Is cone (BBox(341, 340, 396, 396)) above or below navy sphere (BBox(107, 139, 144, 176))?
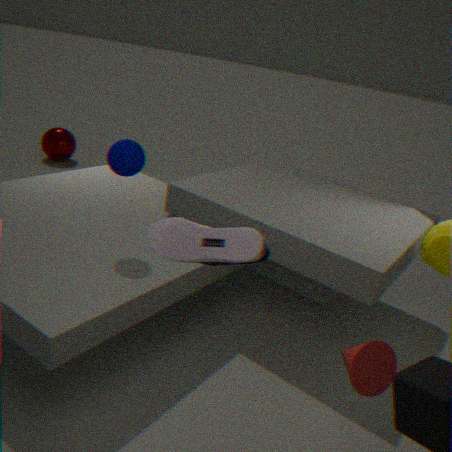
below
